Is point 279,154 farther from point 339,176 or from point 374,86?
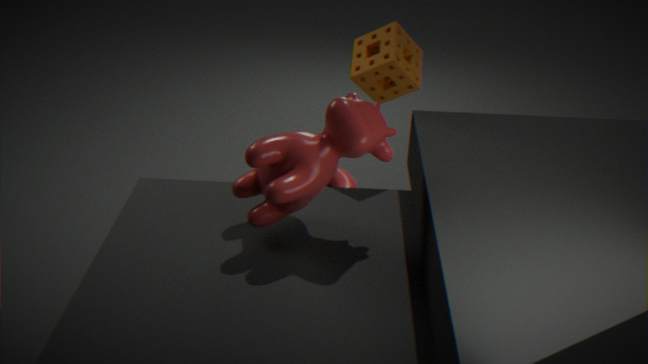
point 339,176
